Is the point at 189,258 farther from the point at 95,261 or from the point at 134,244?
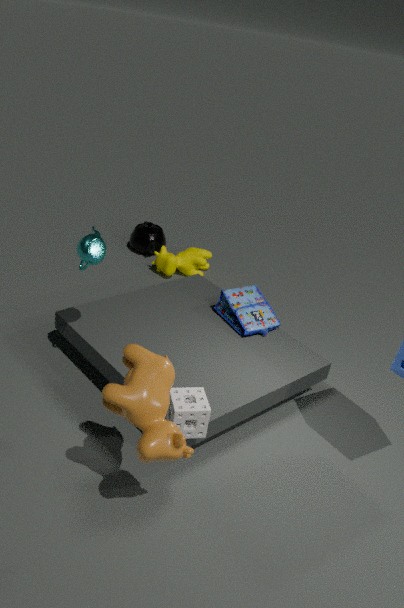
the point at 95,261
